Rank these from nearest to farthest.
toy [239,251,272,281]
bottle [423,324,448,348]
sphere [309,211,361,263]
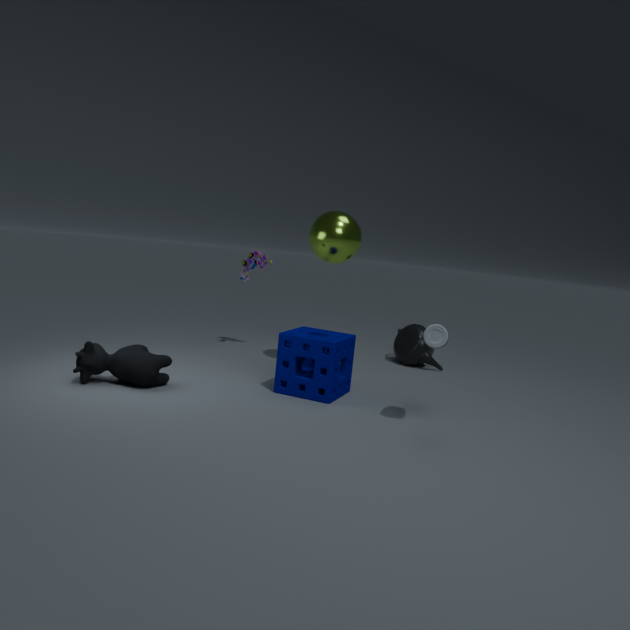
bottle [423,324,448,348], sphere [309,211,361,263], toy [239,251,272,281]
